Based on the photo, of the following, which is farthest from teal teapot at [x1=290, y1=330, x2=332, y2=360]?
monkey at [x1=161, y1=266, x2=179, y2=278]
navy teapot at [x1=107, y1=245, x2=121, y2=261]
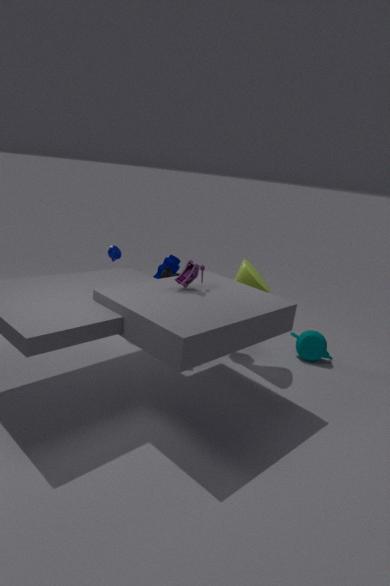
navy teapot at [x1=107, y1=245, x2=121, y2=261]
